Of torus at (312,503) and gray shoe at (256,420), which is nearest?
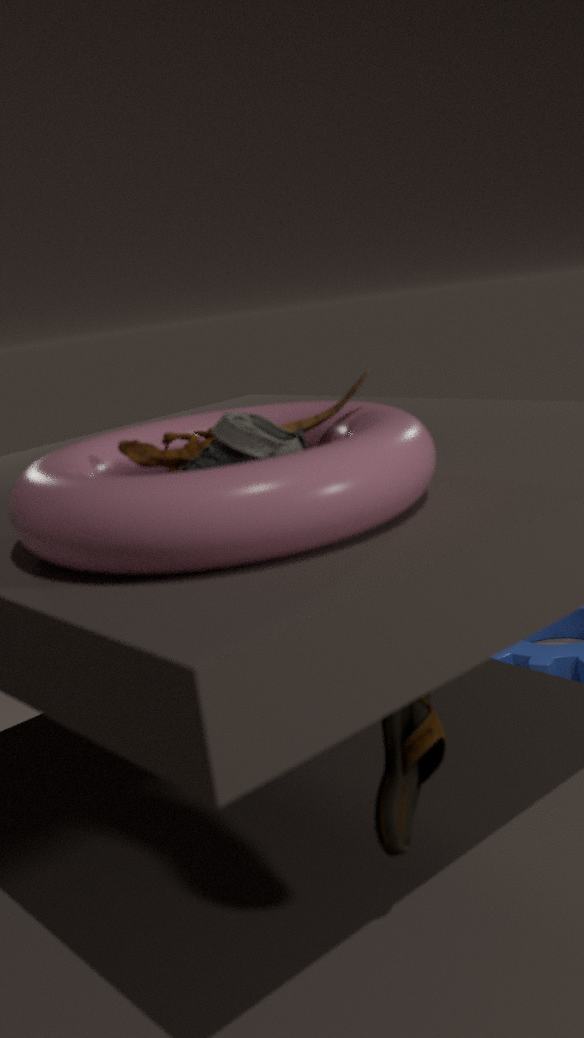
torus at (312,503)
